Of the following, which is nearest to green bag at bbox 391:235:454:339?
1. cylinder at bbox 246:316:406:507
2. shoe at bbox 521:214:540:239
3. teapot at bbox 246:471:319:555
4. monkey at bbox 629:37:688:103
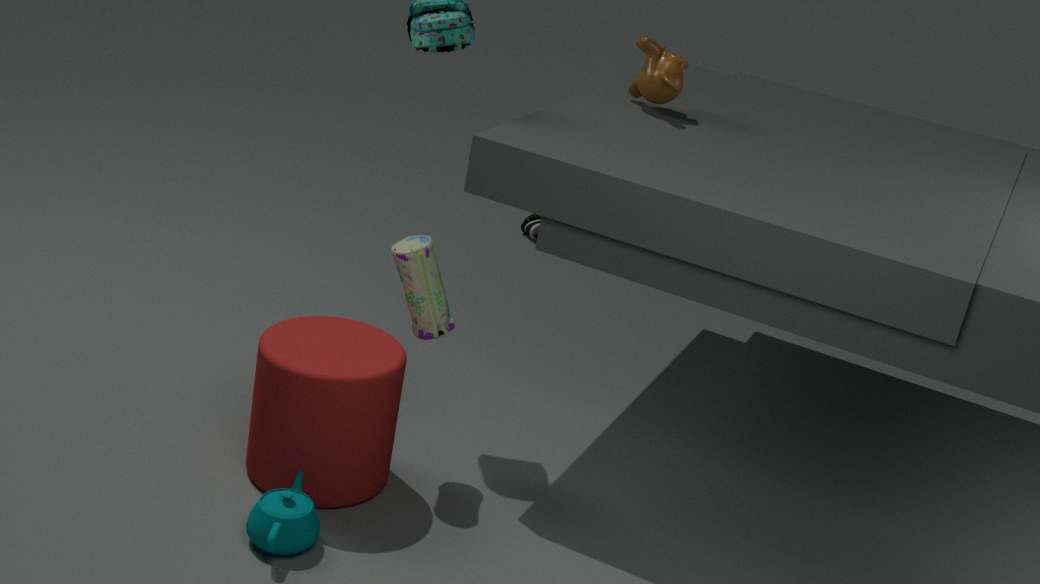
cylinder at bbox 246:316:406:507
